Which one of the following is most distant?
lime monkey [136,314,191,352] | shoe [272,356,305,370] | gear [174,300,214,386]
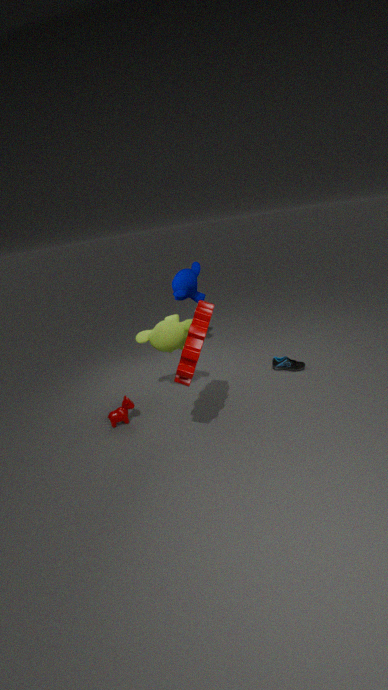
shoe [272,356,305,370]
